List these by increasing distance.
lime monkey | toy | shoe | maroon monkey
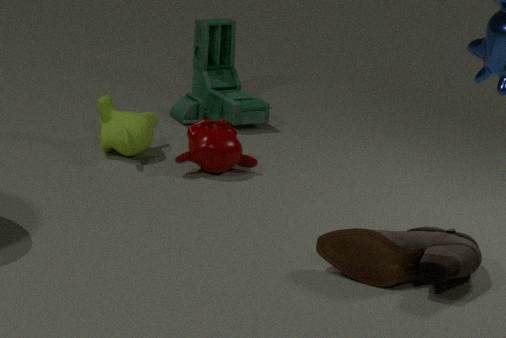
shoe, maroon monkey, lime monkey, toy
